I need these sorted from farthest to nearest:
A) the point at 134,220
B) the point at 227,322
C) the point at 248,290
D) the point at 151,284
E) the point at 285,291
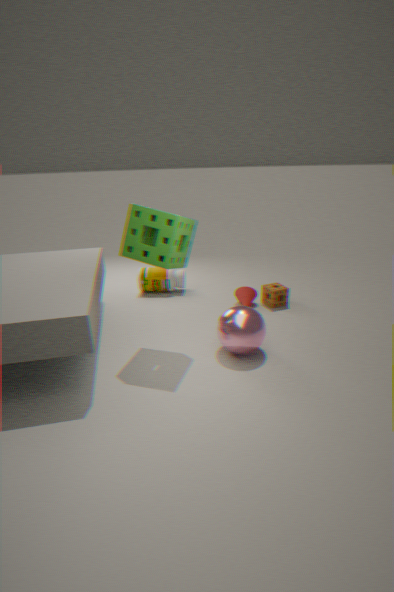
the point at 151,284
the point at 285,291
the point at 248,290
the point at 227,322
the point at 134,220
